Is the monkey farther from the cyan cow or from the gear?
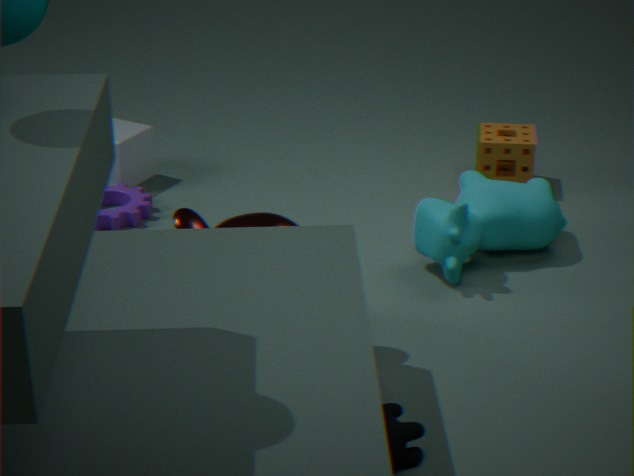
the gear
